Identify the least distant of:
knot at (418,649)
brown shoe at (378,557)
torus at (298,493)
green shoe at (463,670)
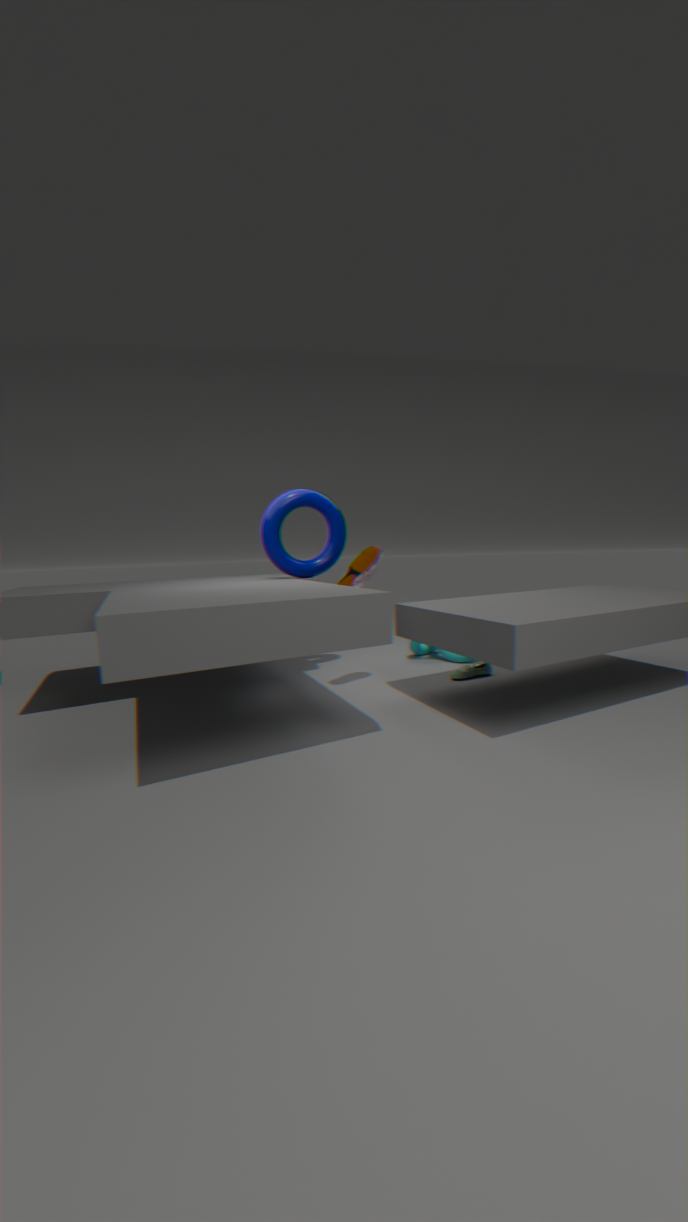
brown shoe at (378,557)
